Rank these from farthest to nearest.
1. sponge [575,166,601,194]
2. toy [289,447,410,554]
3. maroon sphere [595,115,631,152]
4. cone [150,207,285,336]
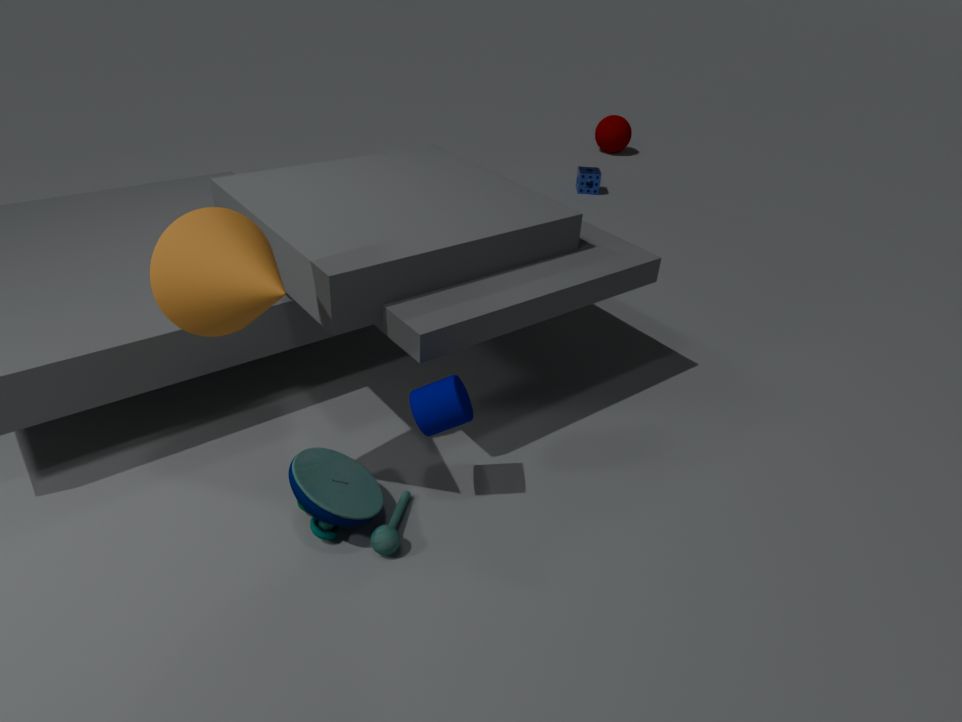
maroon sphere [595,115,631,152] < sponge [575,166,601,194] < toy [289,447,410,554] < cone [150,207,285,336]
